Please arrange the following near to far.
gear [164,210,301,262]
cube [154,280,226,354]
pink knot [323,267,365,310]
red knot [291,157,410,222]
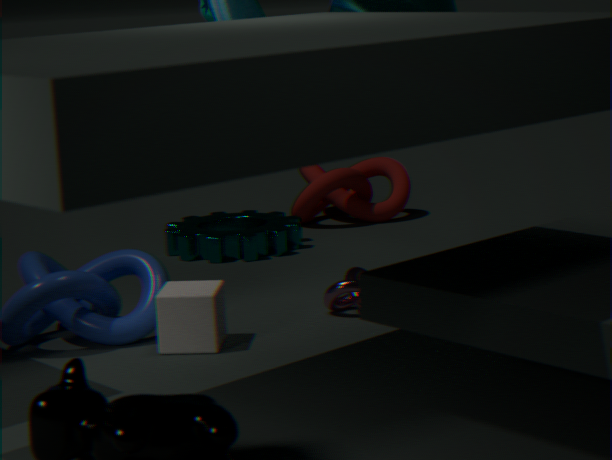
cube [154,280,226,354], pink knot [323,267,365,310], gear [164,210,301,262], red knot [291,157,410,222]
